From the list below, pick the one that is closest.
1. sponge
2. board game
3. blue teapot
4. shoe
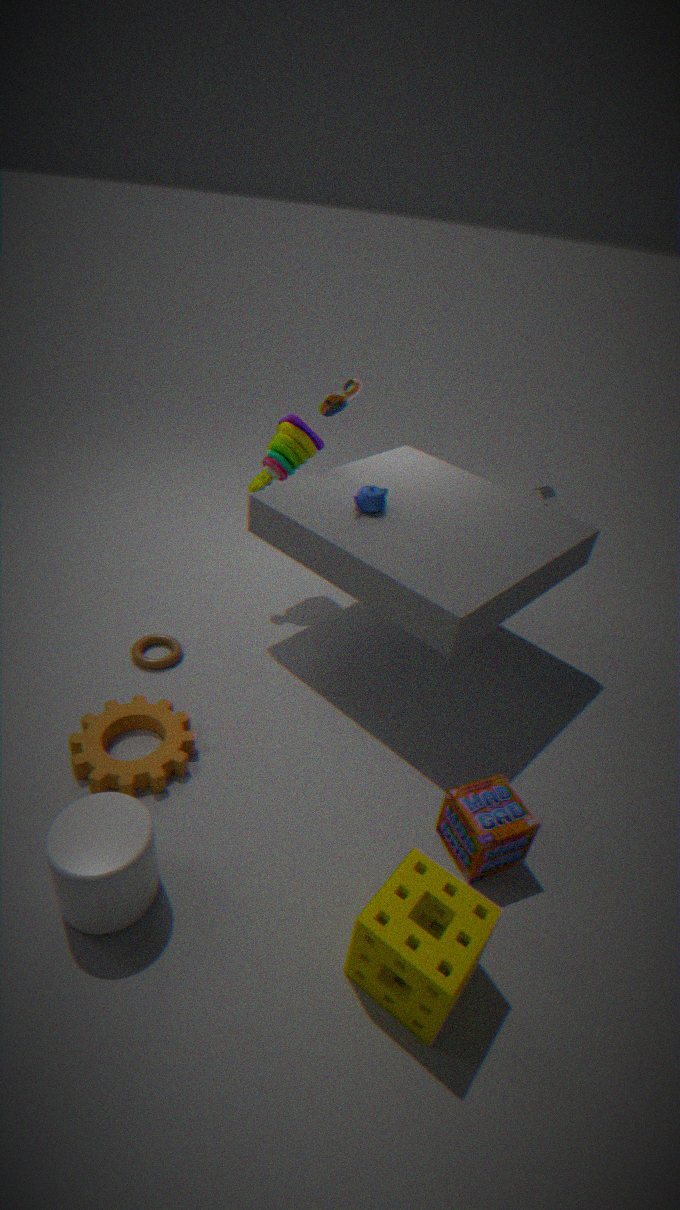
sponge
